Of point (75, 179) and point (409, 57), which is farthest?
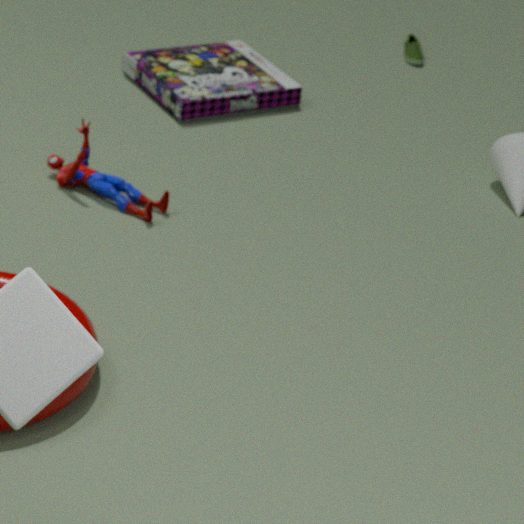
point (409, 57)
